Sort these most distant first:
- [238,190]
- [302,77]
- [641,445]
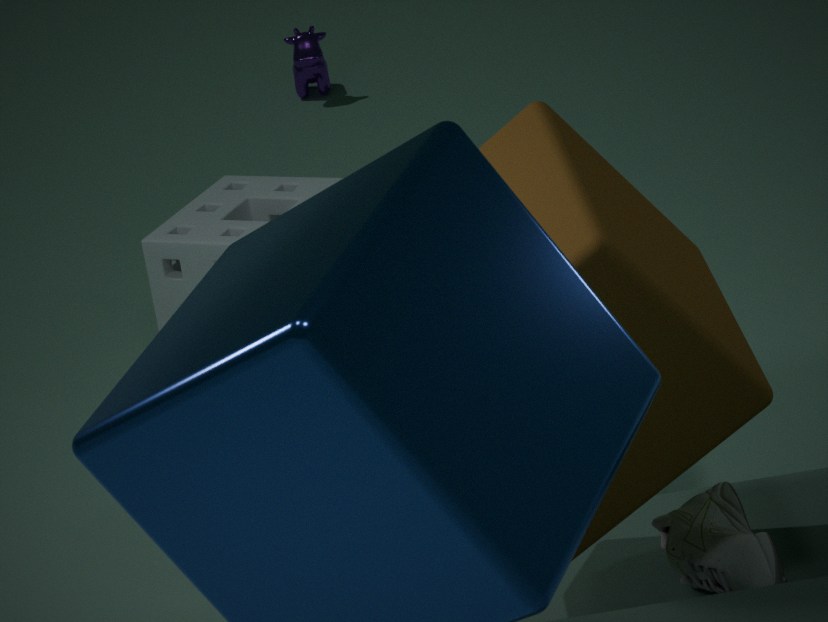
[302,77] < [238,190] < [641,445]
